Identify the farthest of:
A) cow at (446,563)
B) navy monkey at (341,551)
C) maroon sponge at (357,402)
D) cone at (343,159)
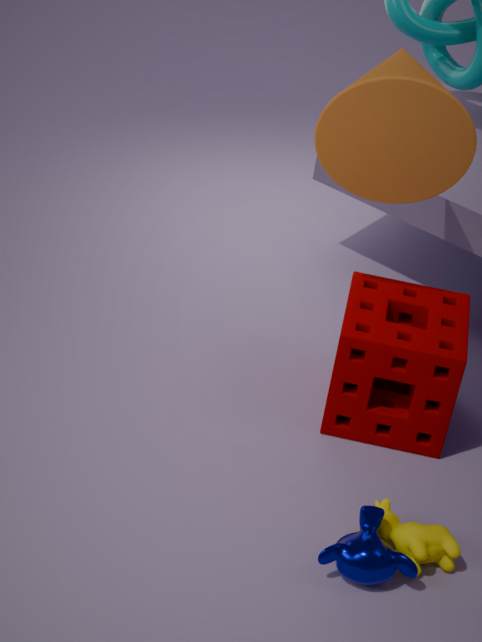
maroon sponge at (357,402)
